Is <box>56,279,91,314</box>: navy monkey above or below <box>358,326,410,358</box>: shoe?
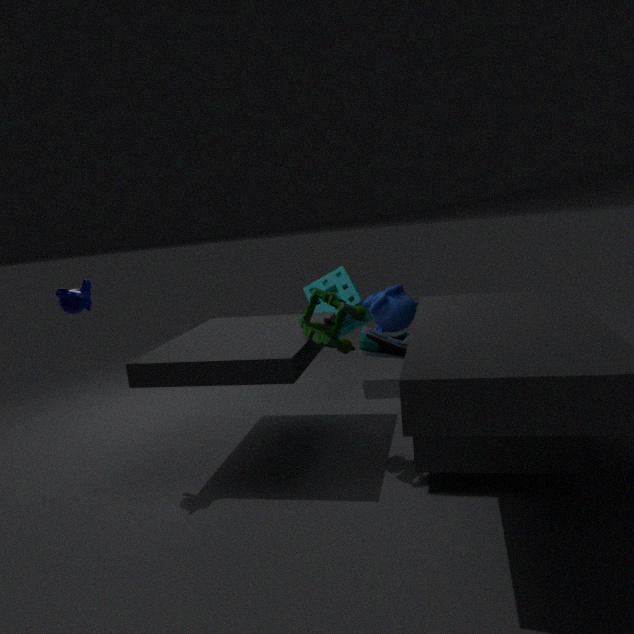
above
